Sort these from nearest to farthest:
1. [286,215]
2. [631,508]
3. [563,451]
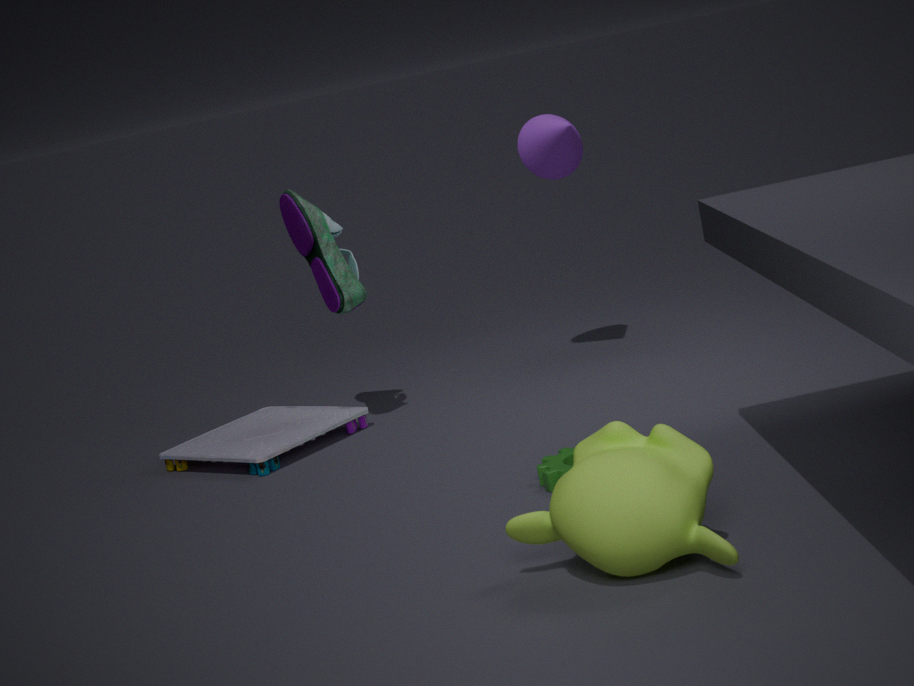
[631,508]
[563,451]
[286,215]
